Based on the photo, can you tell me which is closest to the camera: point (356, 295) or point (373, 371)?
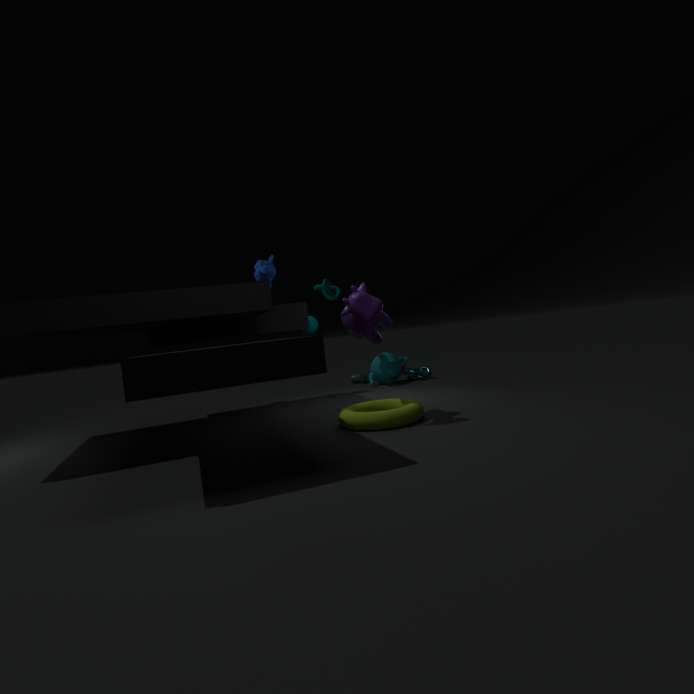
point (356, 295)
